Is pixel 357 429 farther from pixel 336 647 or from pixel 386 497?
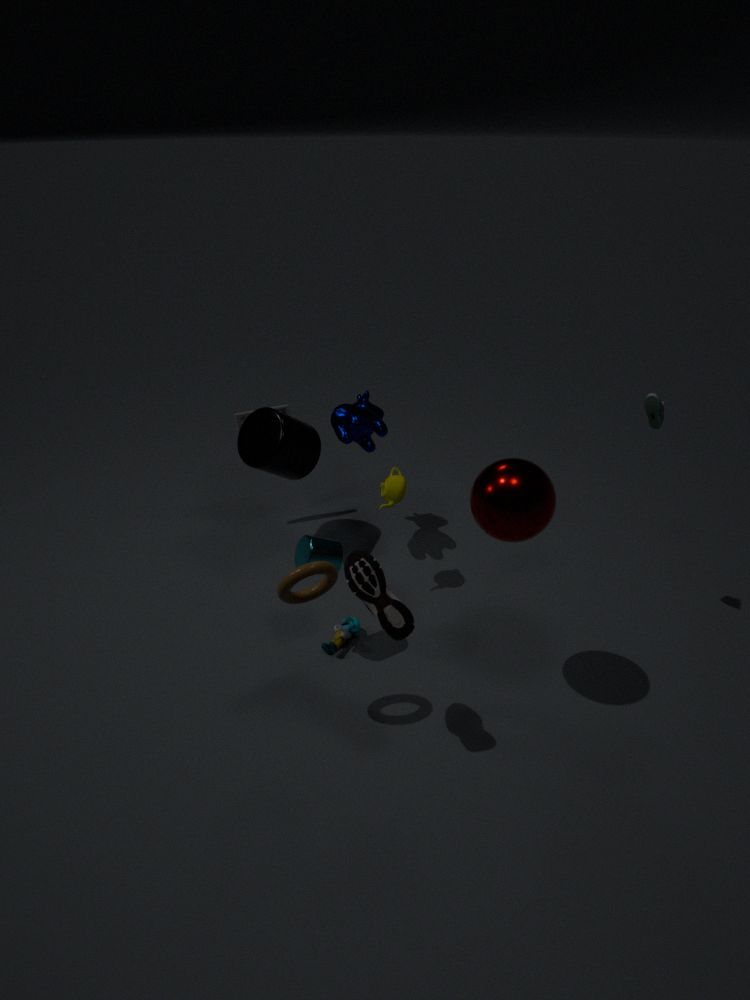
pixel 336 647
